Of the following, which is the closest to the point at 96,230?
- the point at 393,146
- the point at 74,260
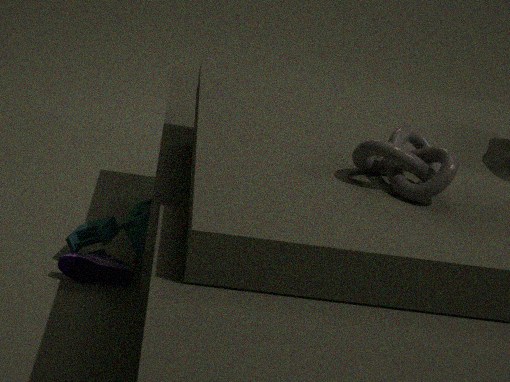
the point at 74,260
